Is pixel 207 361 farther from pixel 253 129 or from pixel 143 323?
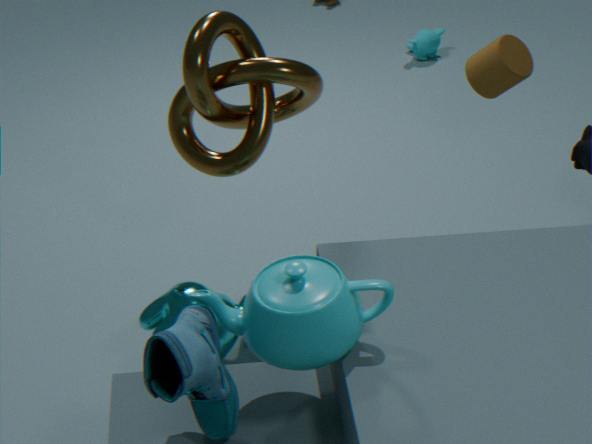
pixel 253 129
